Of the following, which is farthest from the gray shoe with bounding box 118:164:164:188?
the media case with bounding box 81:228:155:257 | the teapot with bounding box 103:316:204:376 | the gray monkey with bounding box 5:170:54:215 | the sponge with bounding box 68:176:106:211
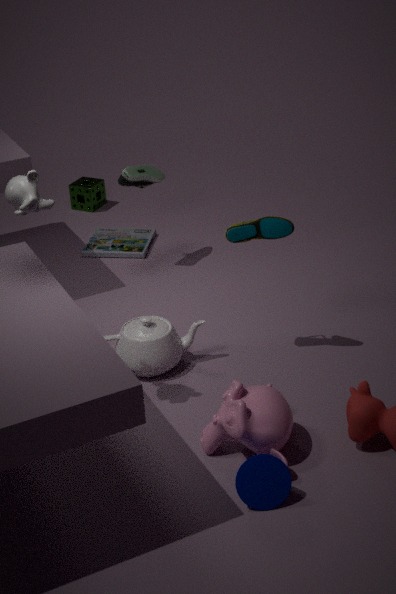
the gray monkey with bounding box 5:170:54:215
